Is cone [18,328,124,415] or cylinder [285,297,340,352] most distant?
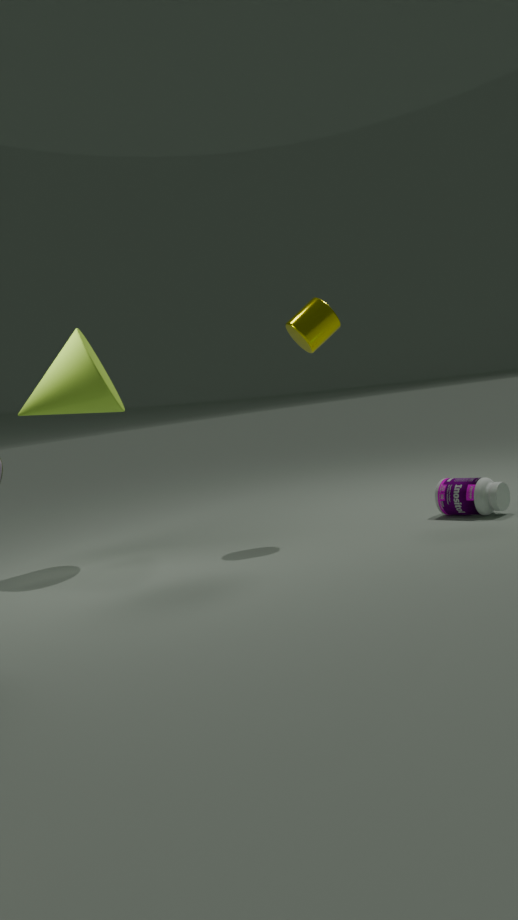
cone [18,328,124,415]
